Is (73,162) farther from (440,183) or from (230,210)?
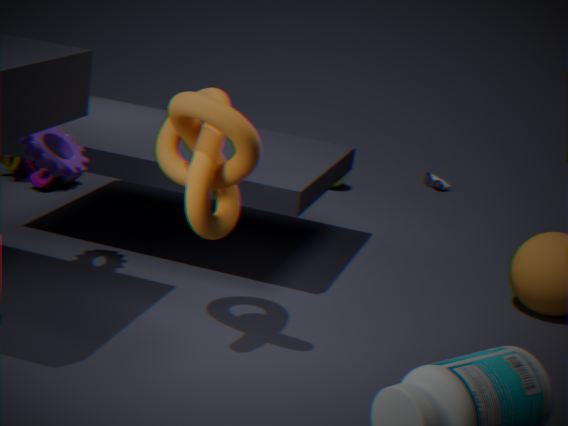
(440,183)
